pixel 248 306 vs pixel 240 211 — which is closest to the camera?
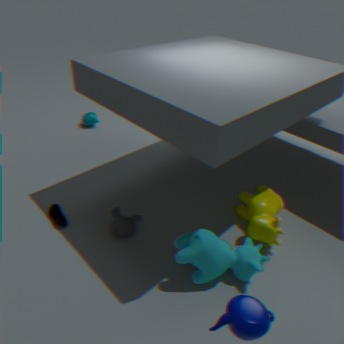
pixel 248 306
